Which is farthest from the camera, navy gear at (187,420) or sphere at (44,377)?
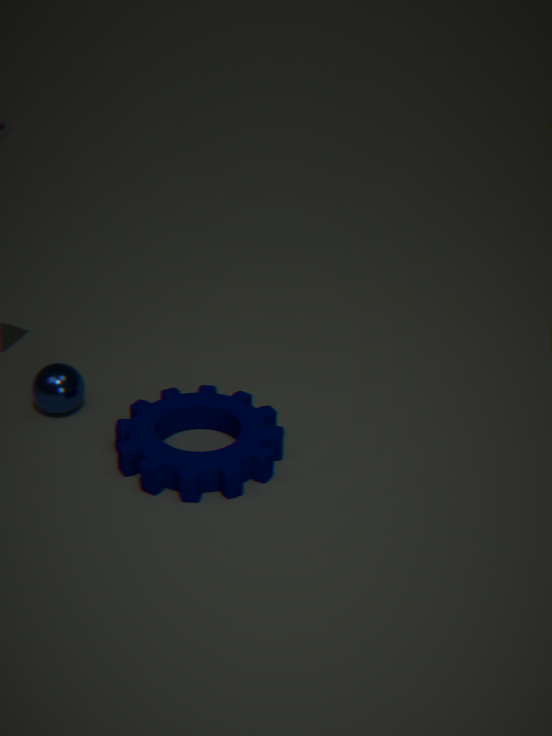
sphere at (44,377)
